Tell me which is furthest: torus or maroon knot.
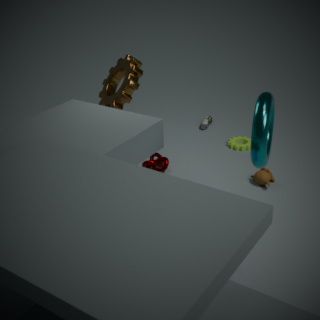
maroon knot
